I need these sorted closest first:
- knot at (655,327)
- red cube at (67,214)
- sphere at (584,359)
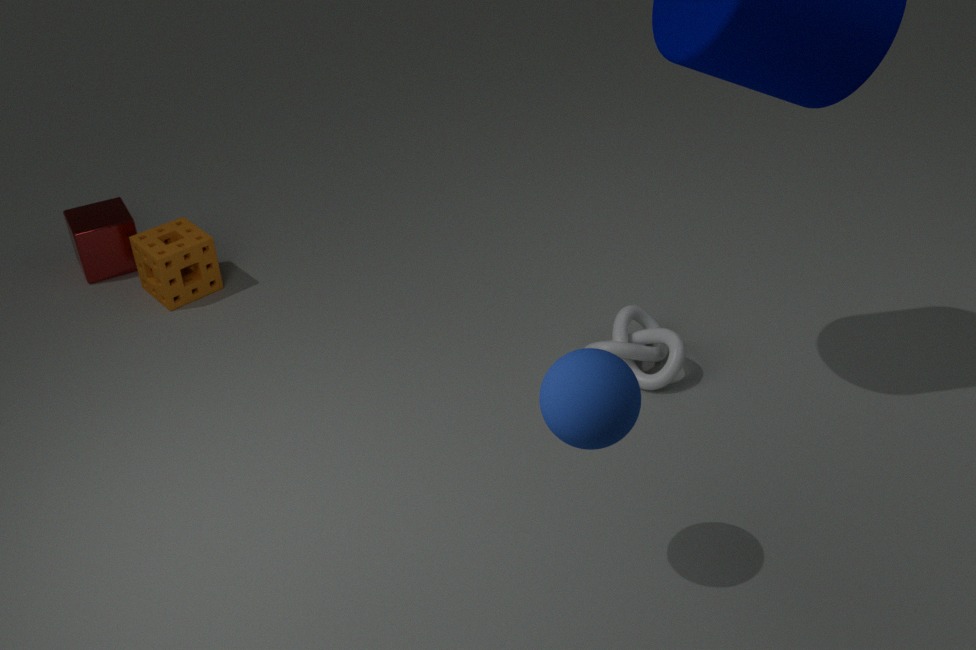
sphere at (584,359), knot at (655,327), red cube at (67,214)
